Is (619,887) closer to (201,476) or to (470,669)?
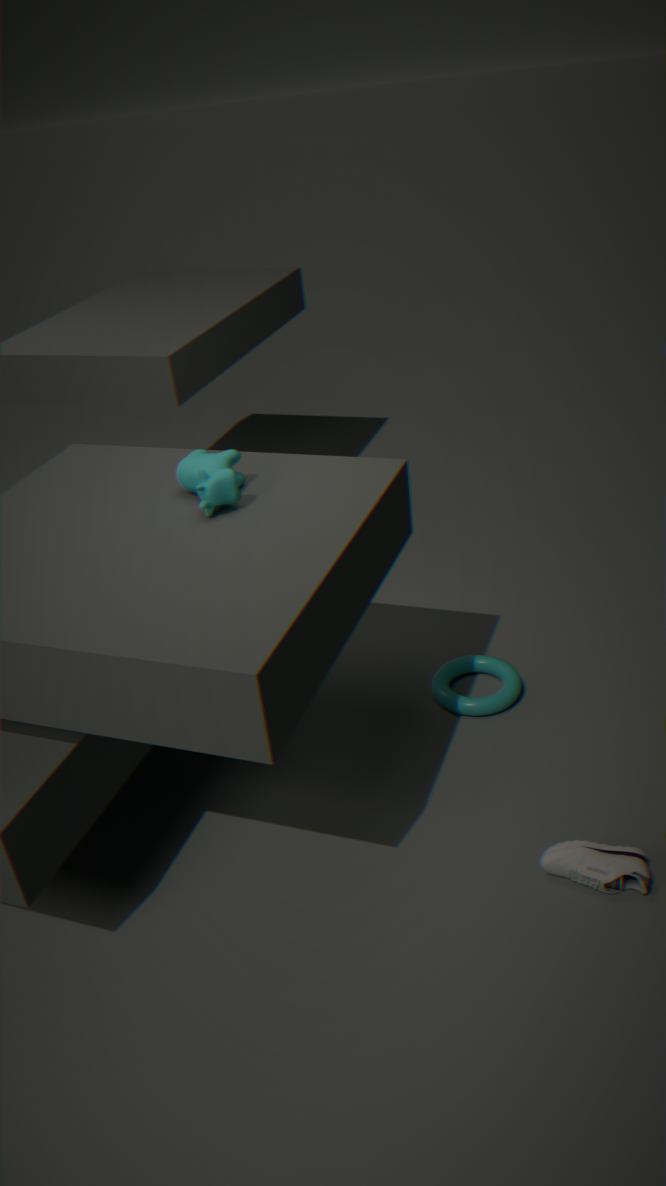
(470,669)
